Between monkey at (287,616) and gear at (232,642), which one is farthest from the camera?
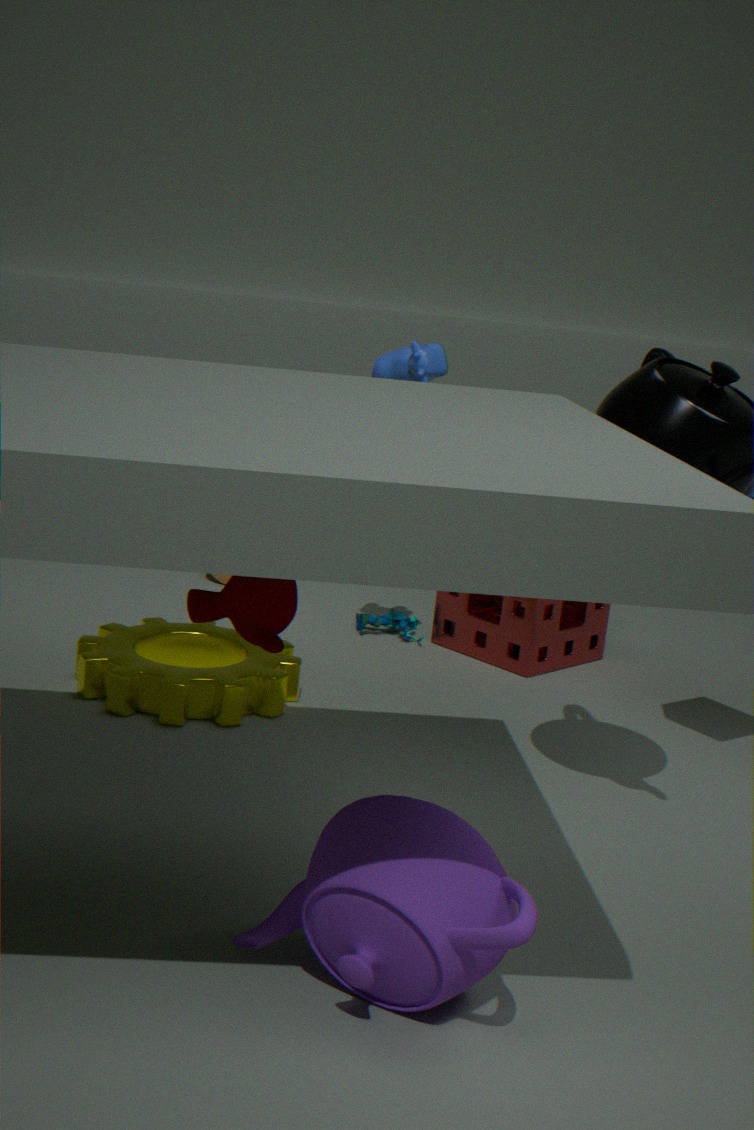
gear at (232,642)
